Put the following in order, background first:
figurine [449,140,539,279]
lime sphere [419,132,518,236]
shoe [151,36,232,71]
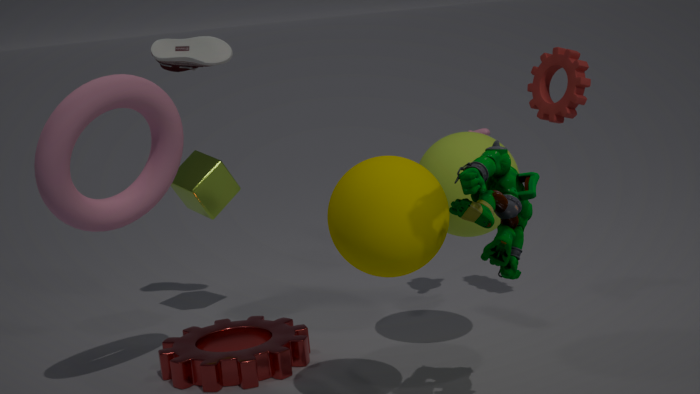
shoe [151,36,232,71], lime sphere [419,132,518,236], figurine [449,140,539,279]
